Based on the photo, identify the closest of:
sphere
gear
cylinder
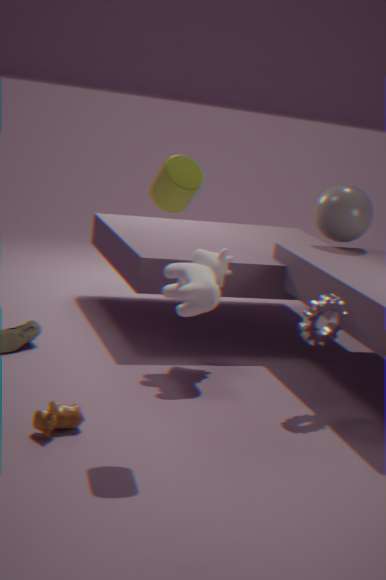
cylinder
